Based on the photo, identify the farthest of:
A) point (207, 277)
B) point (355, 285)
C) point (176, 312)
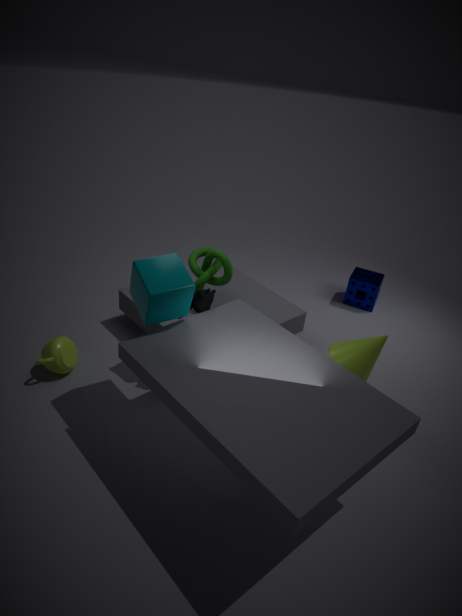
point (355, 285)
